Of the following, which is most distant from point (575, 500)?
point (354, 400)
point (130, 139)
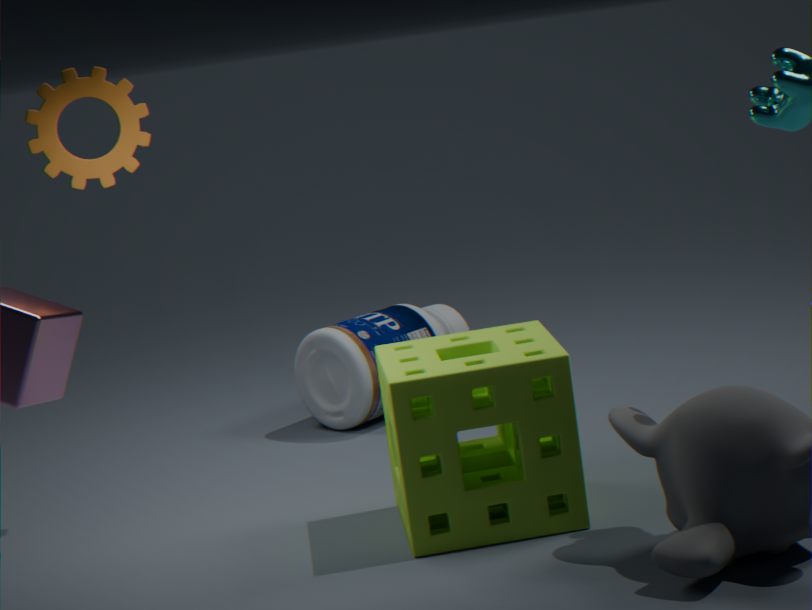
point (130, 139)
